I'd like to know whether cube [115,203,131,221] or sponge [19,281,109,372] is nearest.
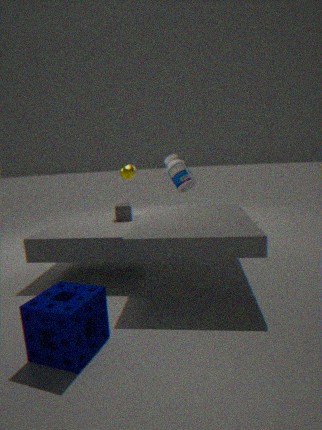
sponge [19,281,109,372]
